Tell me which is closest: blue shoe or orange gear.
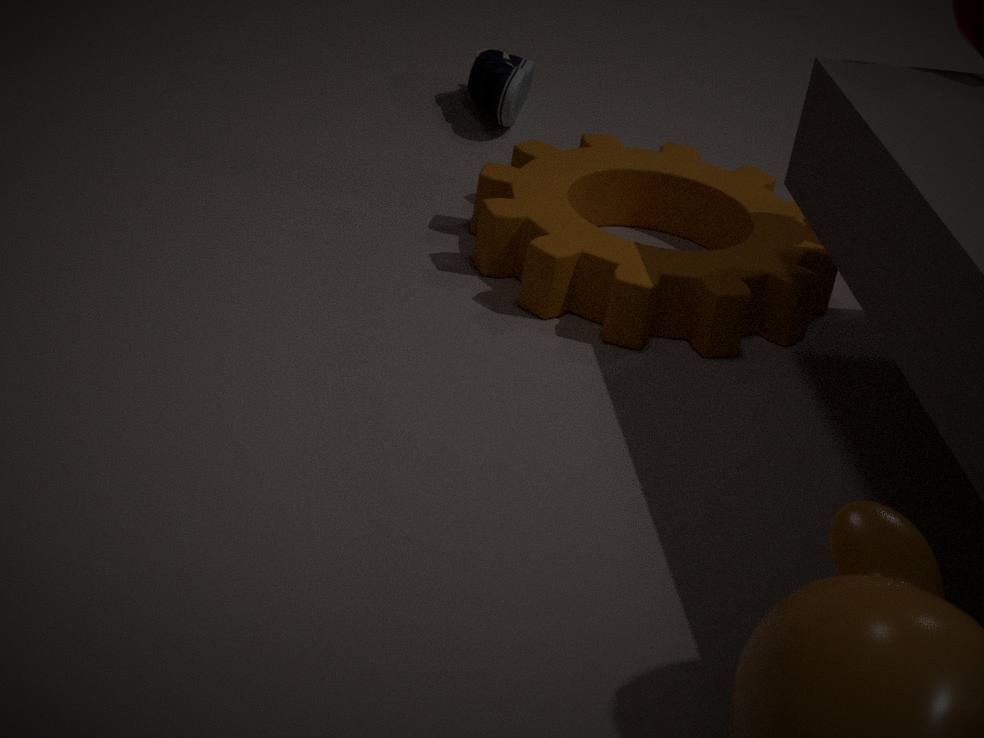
orange gear
